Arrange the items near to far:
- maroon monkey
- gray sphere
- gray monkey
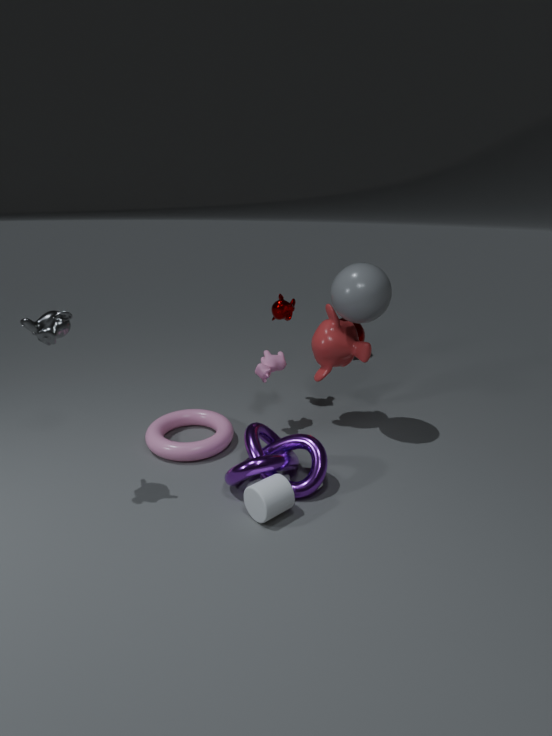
1. gray monkey
2. gray sphere
3. maroon monkey
